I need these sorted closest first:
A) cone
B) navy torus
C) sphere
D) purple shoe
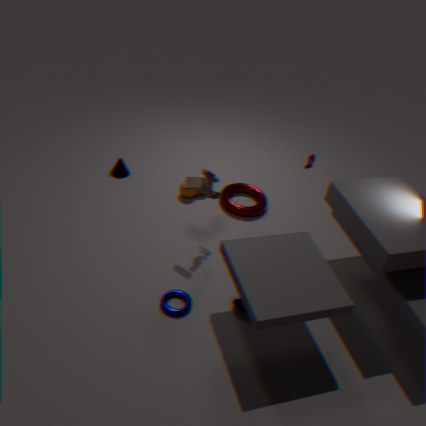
navy torus → purple shoe → sphere → cone
